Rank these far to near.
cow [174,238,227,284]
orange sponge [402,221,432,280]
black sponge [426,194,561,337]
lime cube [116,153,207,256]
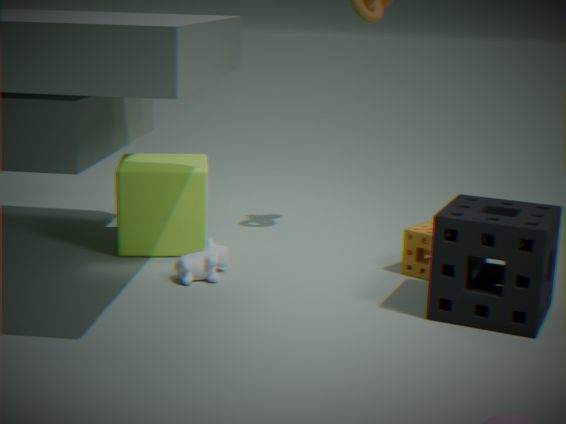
lime cube [116,153,207,256] → orange sponge [402,221,432,280] → cow [174,238,227,284] → black sponge [426,194,561,337]
